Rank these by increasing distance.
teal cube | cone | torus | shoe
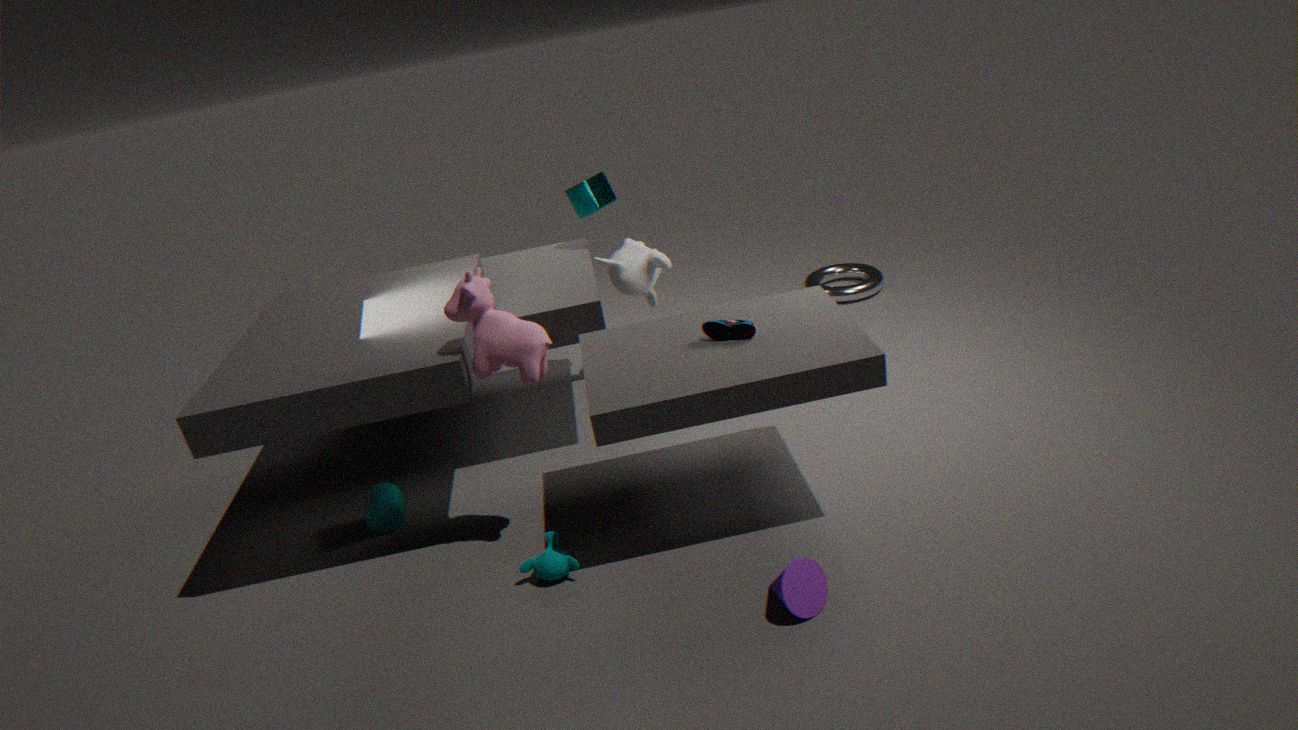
cone
shoe
teal cube
torus
